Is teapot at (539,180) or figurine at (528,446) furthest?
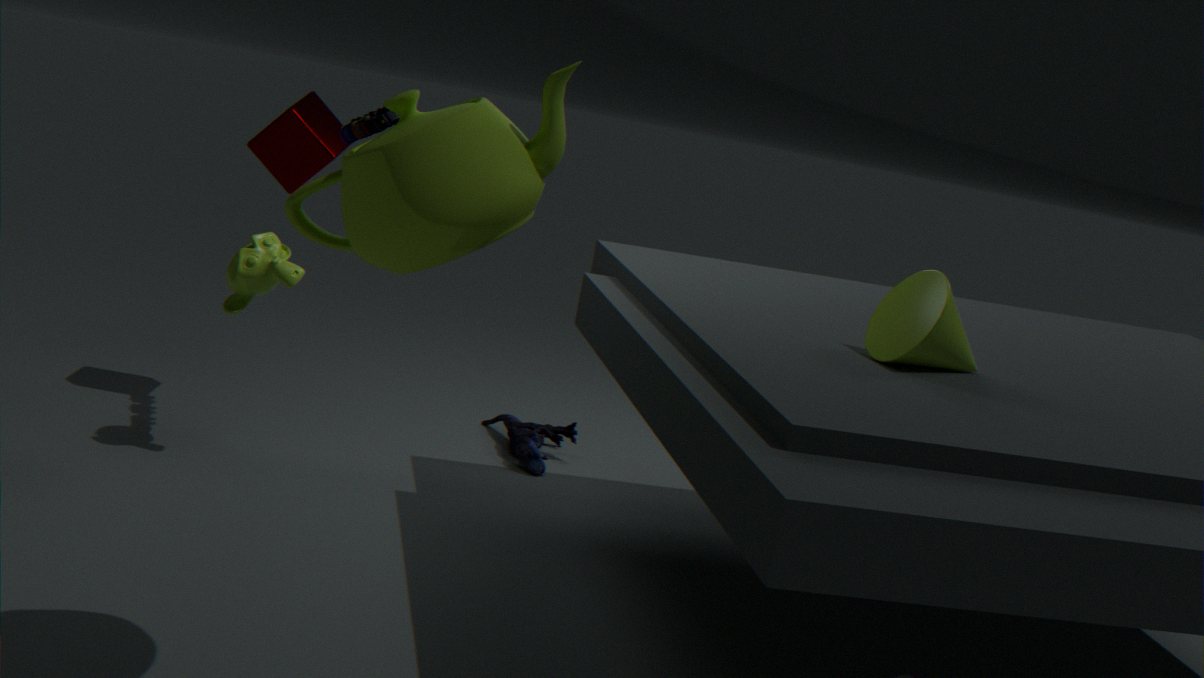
figurine at (528,446)
